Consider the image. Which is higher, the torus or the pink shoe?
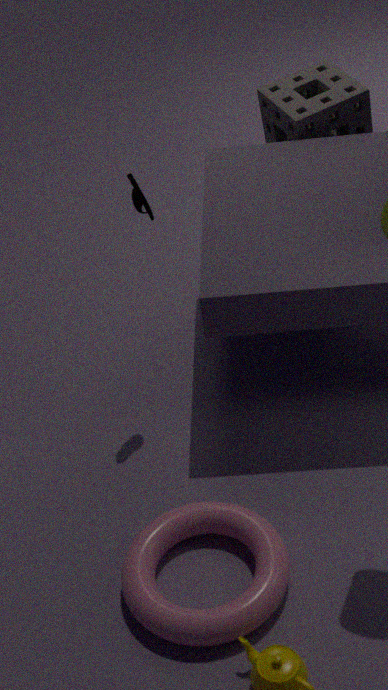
the pink shoe
